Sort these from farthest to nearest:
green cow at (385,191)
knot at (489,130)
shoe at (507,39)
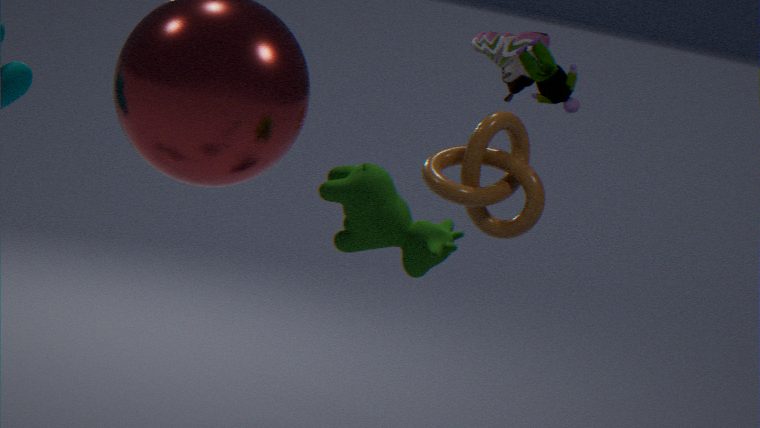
shoe at (507,39), knot at (489,130), green cow at (385,191)
